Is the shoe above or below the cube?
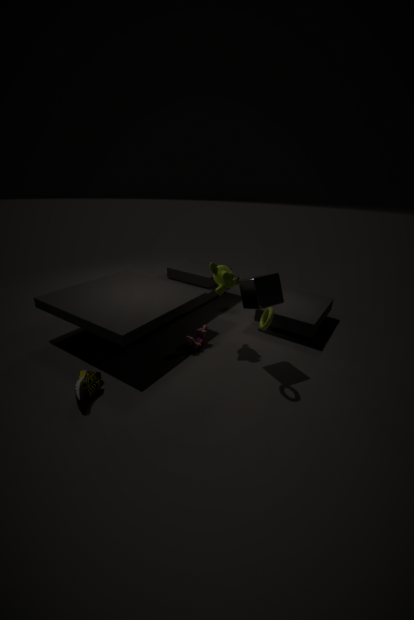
below
